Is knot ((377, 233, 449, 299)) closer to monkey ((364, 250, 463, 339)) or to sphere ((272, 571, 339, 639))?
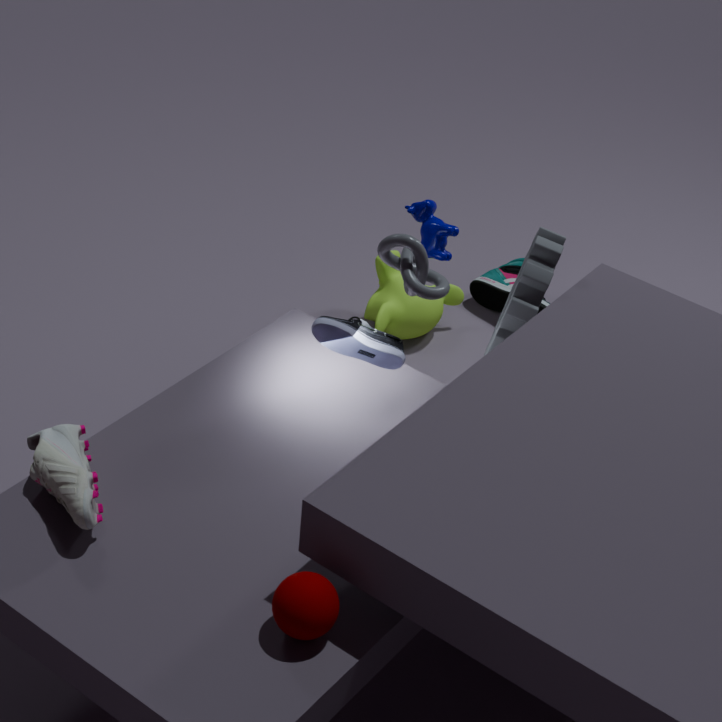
sphere ((272, 571, 339, 639))
